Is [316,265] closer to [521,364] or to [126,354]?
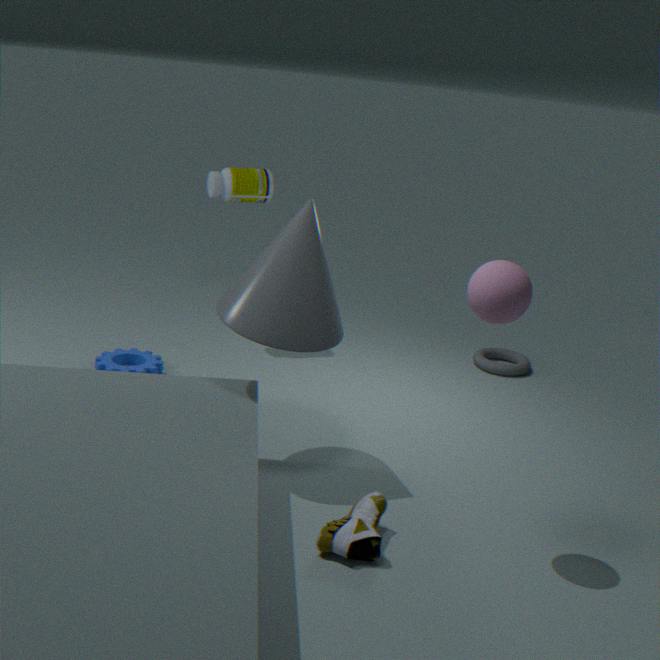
[126,354]
